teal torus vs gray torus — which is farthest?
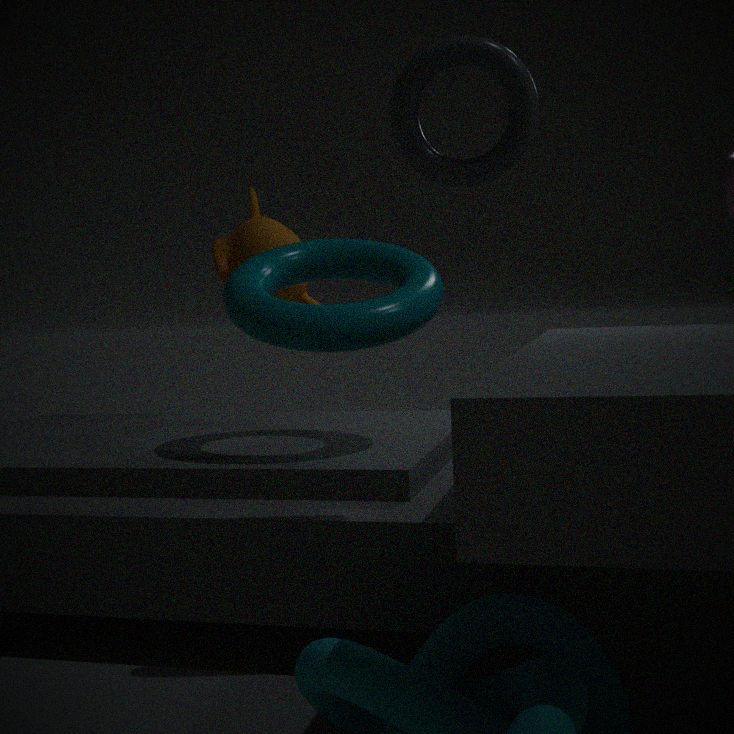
teal torus
